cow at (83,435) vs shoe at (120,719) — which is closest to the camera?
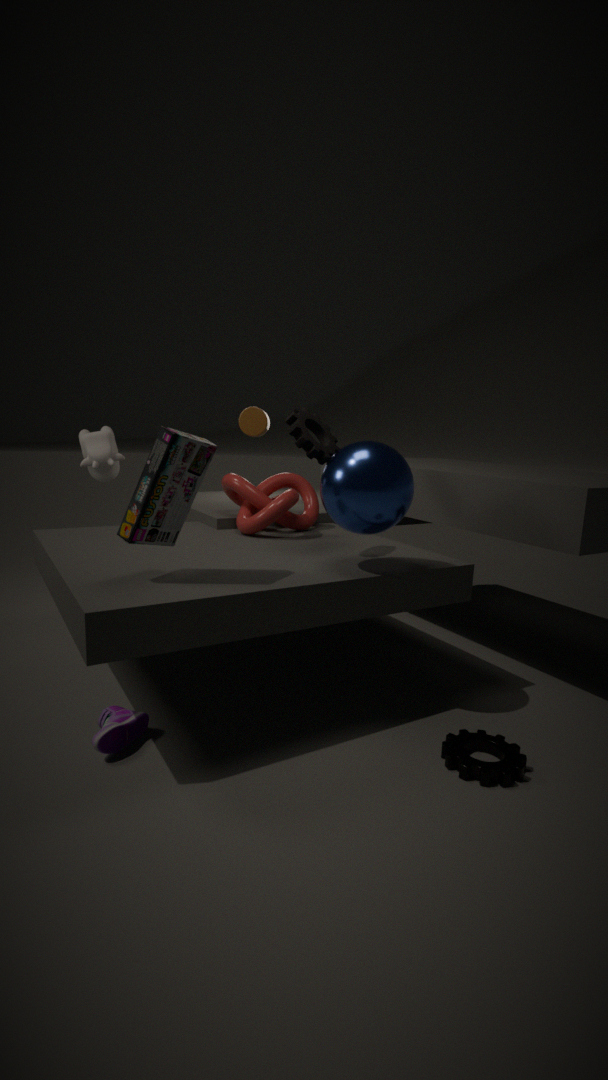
shoe at (120,719)
